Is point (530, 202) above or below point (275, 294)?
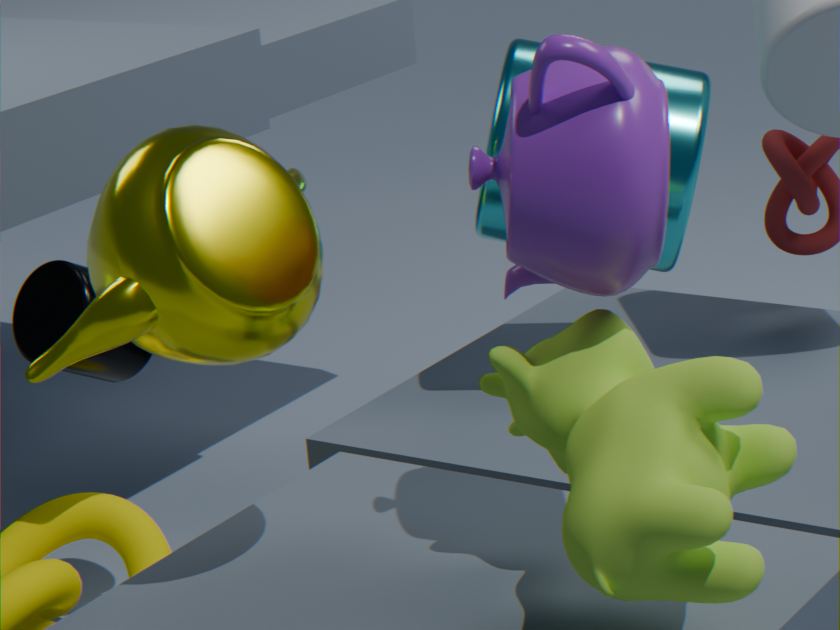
above
